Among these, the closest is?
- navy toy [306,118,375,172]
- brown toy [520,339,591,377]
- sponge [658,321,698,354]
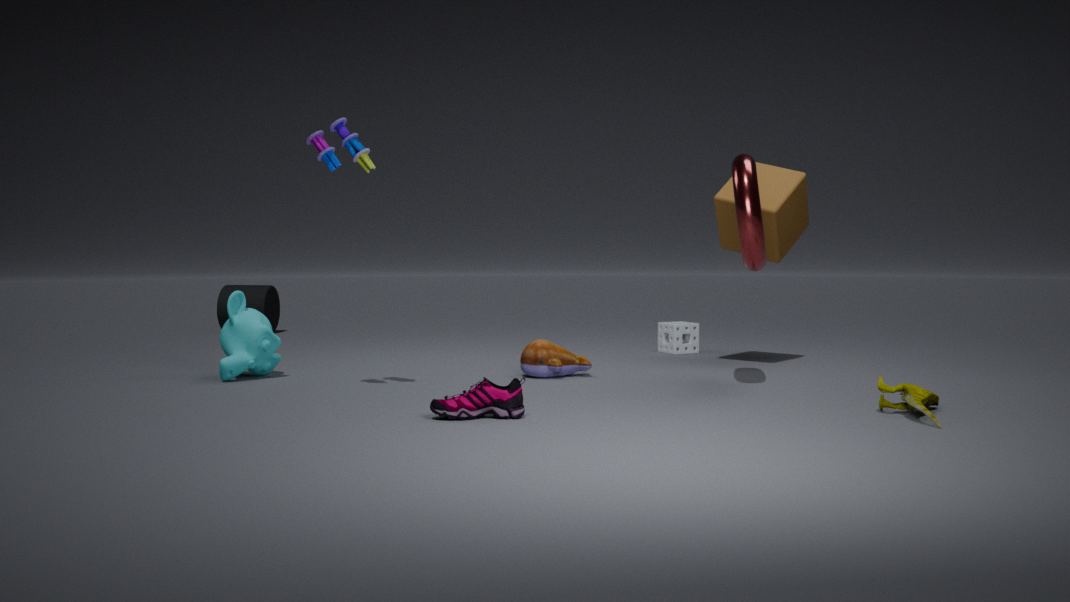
navy toy [306,118,375,172]
